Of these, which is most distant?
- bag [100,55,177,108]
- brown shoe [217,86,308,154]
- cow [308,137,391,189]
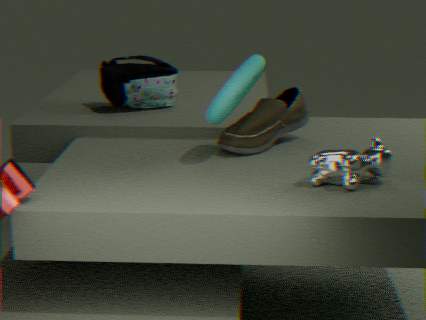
bag [100,55,177,108]
